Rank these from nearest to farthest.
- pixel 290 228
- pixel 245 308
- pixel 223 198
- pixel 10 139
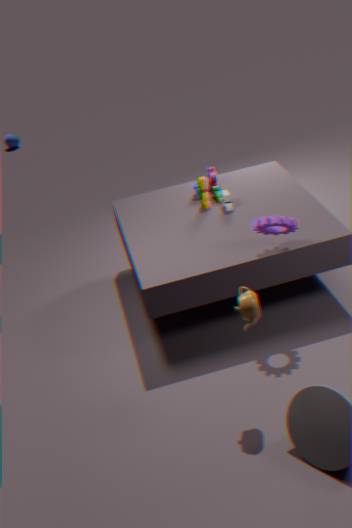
1. pixel 245 308
2. pixel 290 228
3. pixel 223 198
4. pixel 10 139
